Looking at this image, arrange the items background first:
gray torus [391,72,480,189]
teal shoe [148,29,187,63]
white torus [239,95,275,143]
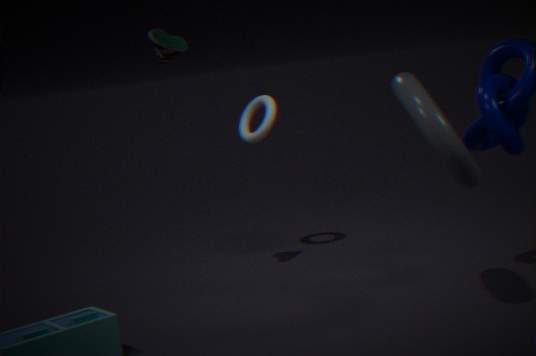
1. white torus [239,95,275,143]
2. teal shoe [148,29,187,63]
3. gray torus [391,72,480,189]
